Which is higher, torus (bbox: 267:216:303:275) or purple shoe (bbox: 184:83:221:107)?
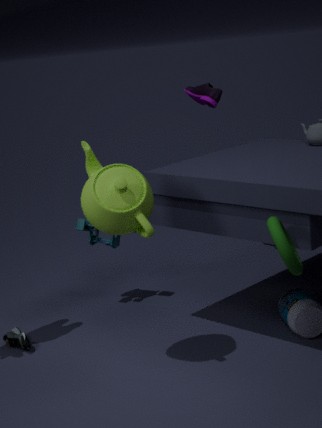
purple shoe (bbox: 184:83:221:107)
